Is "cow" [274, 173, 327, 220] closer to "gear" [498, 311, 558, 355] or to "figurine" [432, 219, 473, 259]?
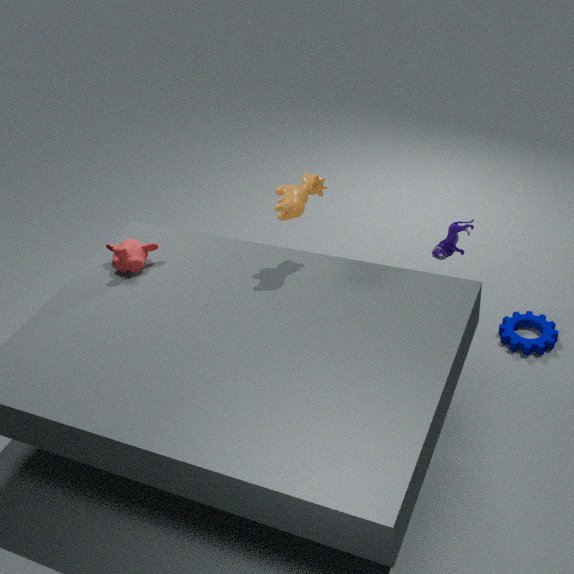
"figurine" [432, 219, 473, 259]
